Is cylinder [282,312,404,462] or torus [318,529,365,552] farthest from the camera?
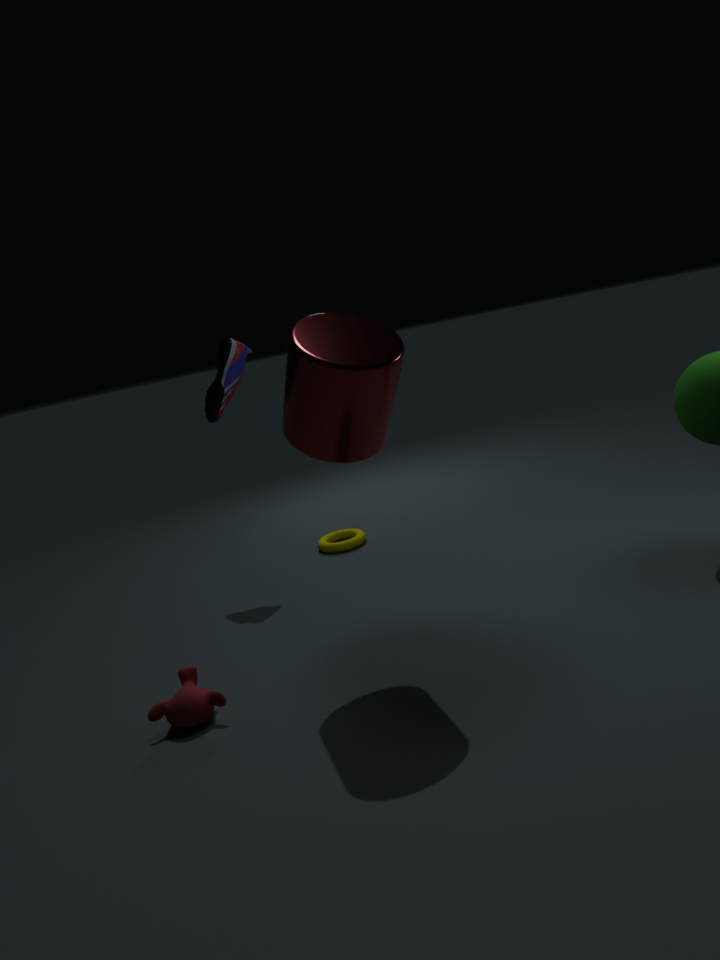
torus [318,529,365,552]
